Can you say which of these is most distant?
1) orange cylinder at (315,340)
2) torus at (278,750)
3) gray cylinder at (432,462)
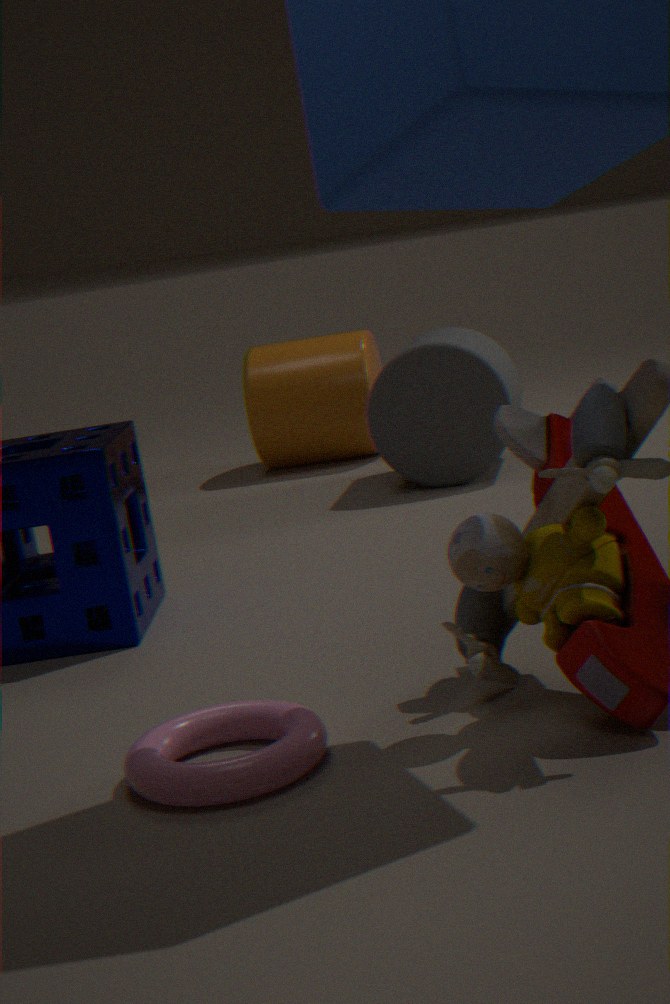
1. orange cylinder at (315,340)
